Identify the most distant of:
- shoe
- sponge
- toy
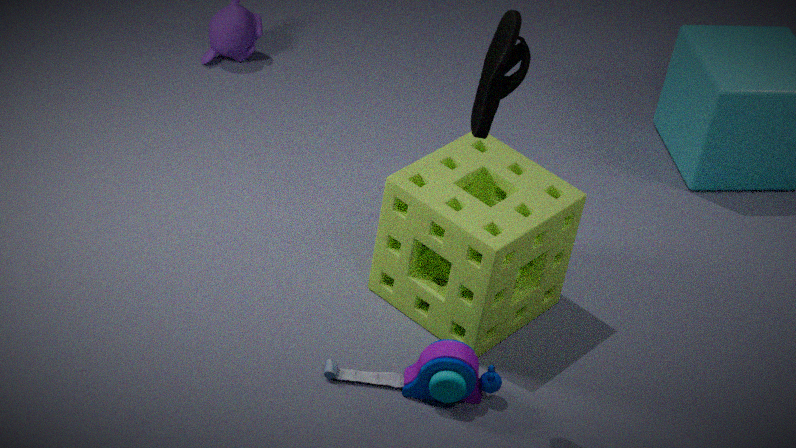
sponge
